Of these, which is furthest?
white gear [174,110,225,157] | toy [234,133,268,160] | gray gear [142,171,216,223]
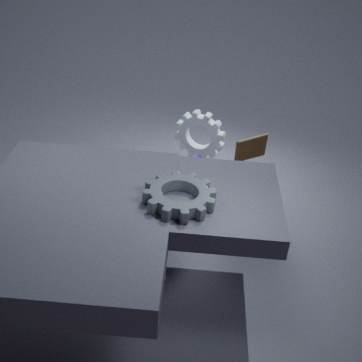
white gear [174,110,225,157]
